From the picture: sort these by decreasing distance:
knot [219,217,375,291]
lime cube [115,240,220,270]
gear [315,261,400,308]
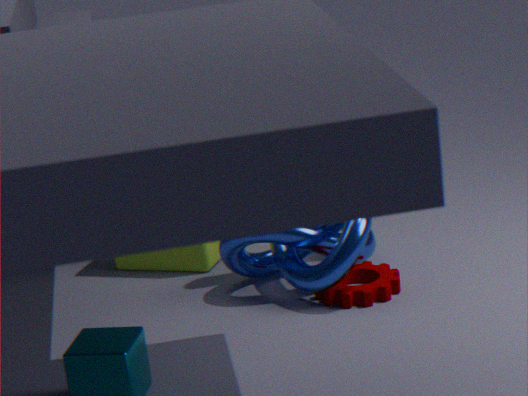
lime cube [115,240,220,270]
gear [315,261,400,308]
knot [219,217,375,291]
